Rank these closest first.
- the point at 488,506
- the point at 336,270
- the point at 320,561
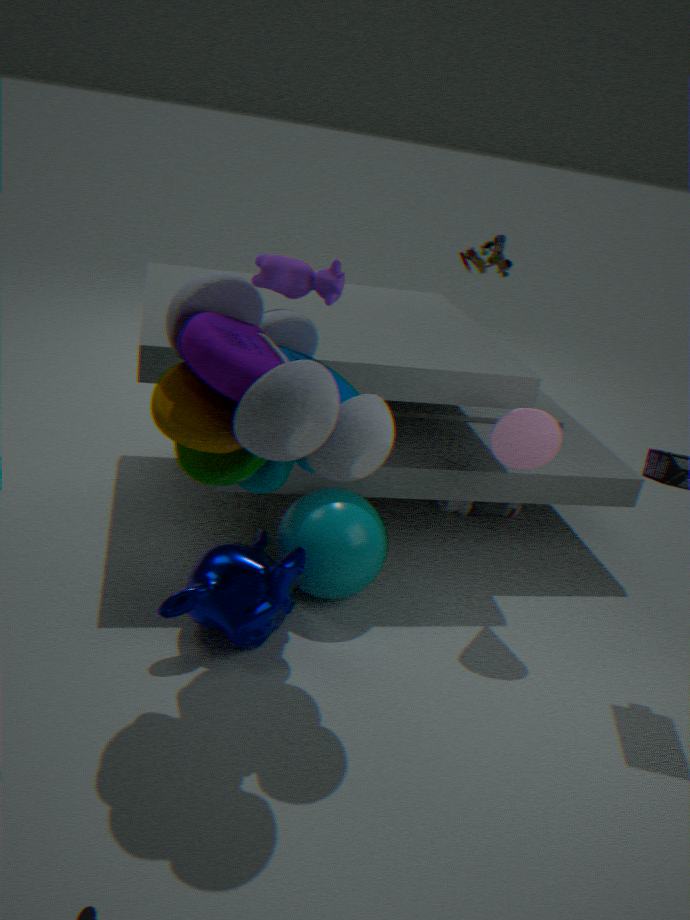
1. the point at 336,270
2. the point at 320,561
3. the point at 488,506
